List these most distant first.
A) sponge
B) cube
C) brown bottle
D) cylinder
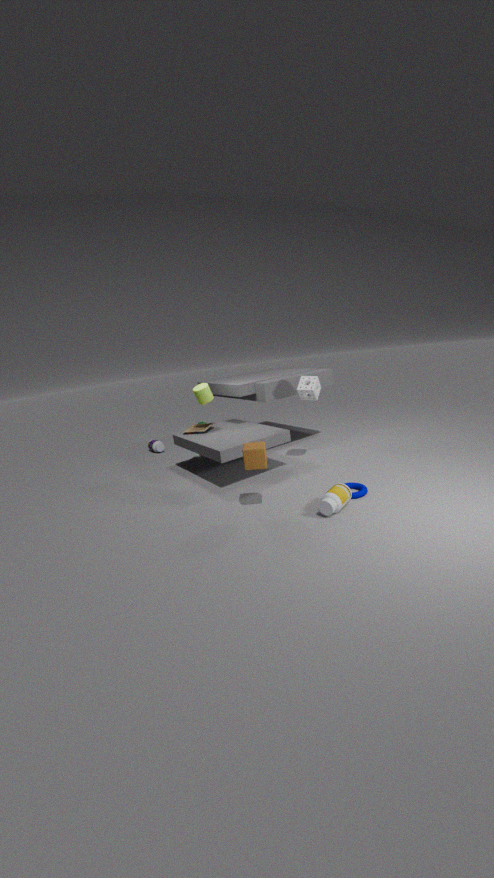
cylinder
sponge
cube
brown bottle
